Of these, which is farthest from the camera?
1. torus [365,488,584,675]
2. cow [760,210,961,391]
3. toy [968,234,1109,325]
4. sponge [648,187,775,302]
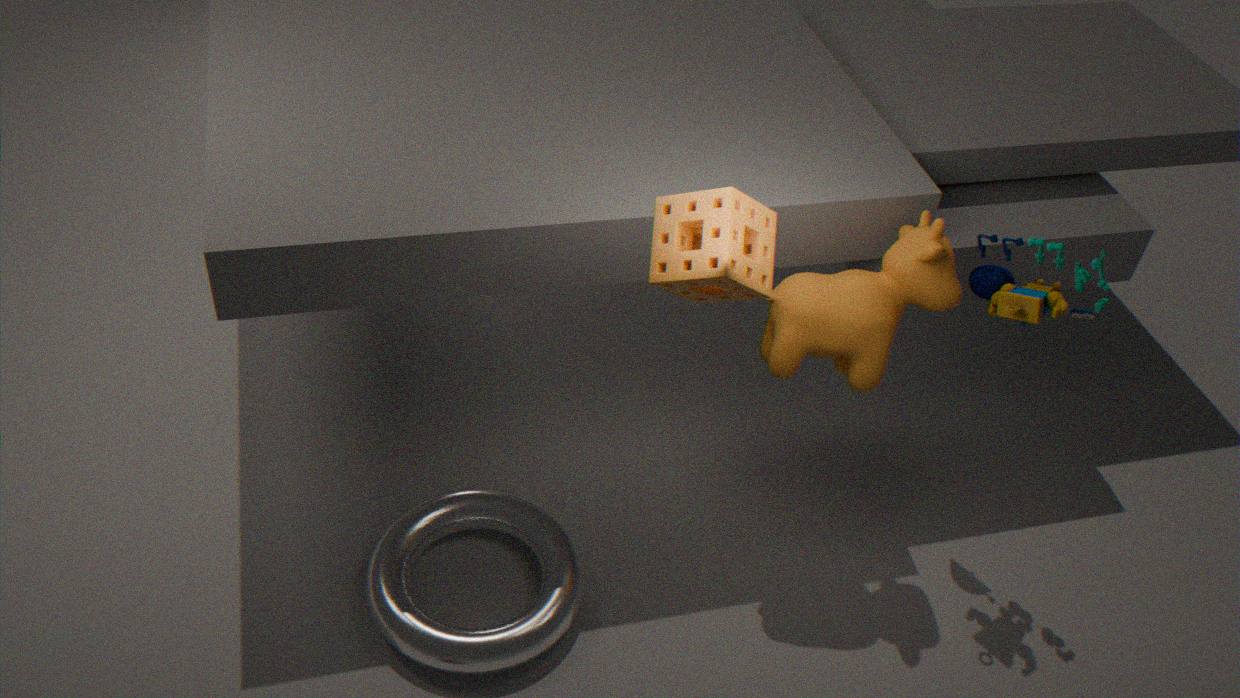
cow [760,210,961,391]
